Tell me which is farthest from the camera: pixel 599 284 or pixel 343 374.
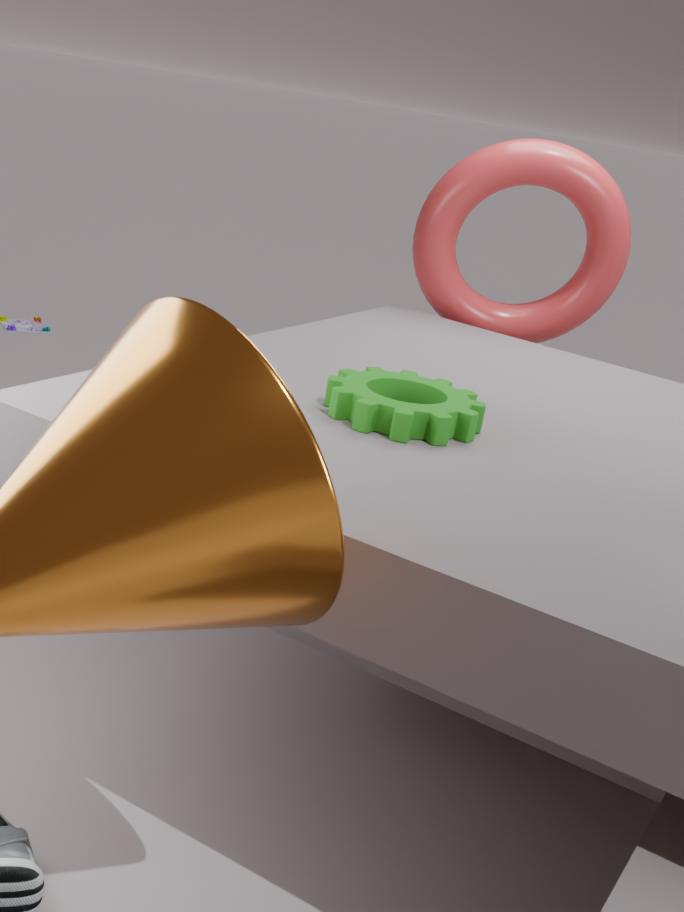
pixel 599 284
